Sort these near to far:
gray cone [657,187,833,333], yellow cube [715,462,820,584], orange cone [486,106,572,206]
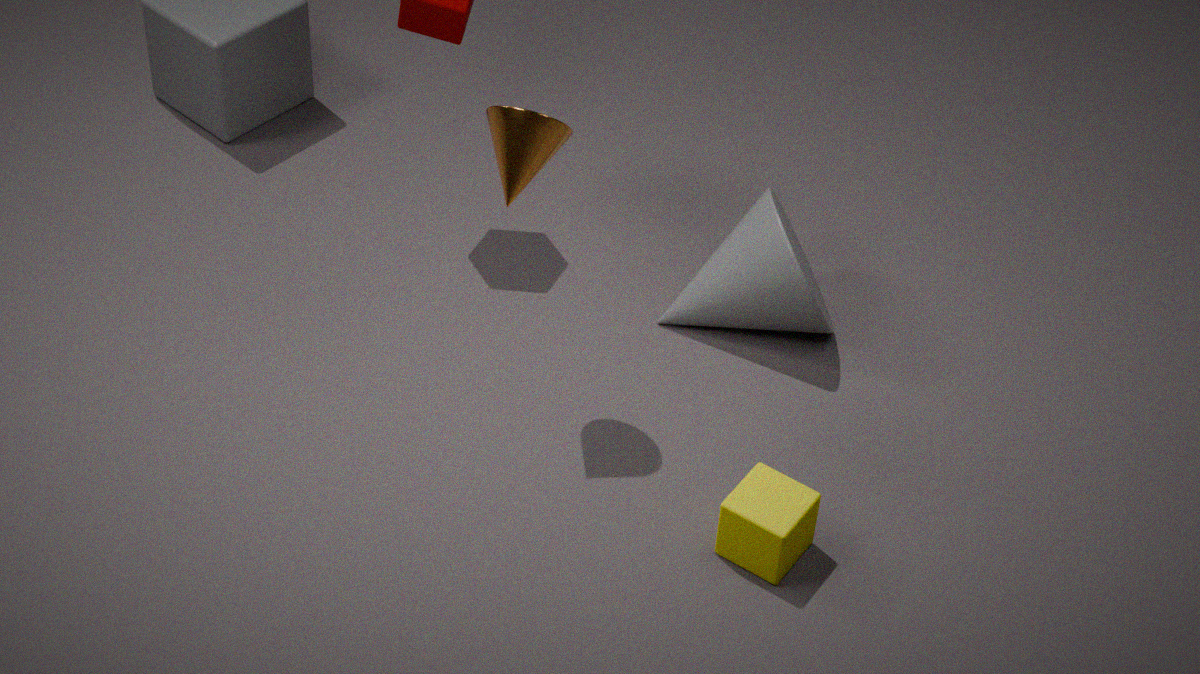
orange cone [486,106,572,206]
yellow cube [715,462,820,584]
gray cone [657,187,833,333]
